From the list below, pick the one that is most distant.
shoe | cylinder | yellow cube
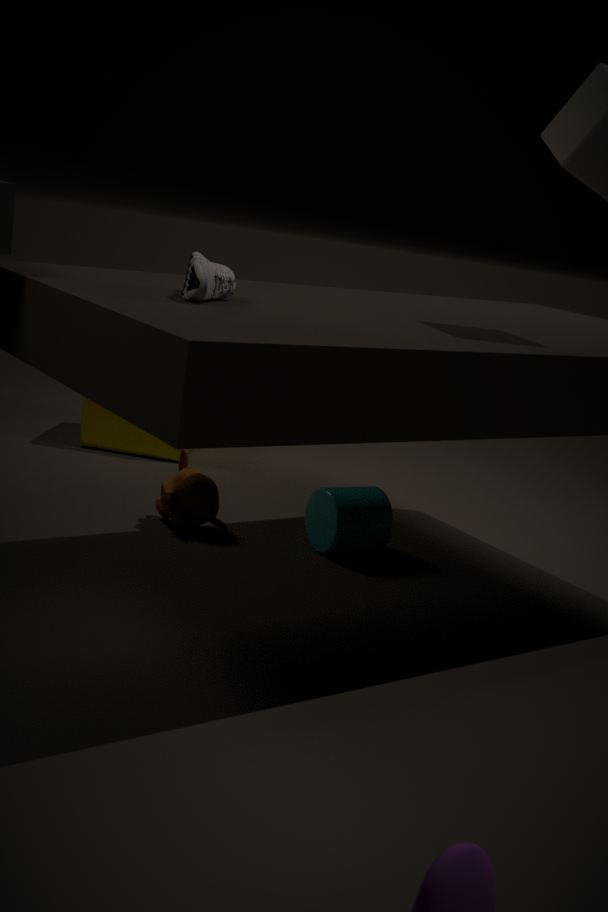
yellow cube
